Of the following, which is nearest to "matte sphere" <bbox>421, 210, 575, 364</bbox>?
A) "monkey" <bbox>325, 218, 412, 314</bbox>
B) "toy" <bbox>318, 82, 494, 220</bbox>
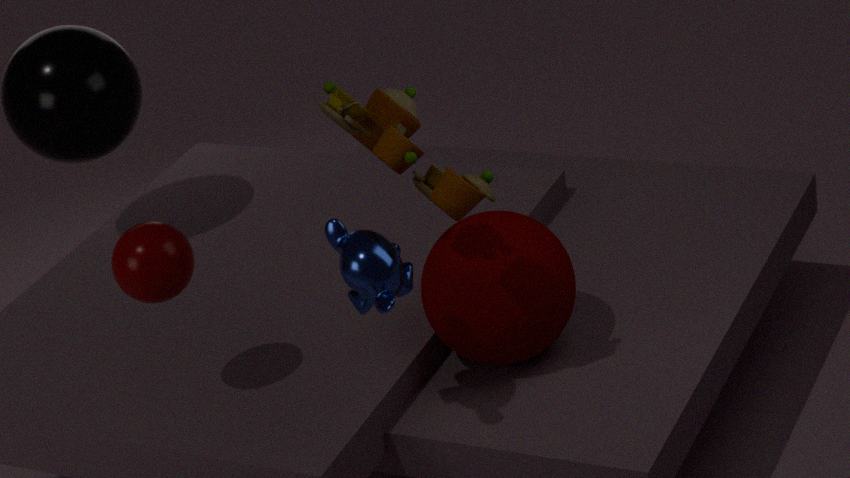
"toy" <bbox>318, 82, 494, 220</bbox>
